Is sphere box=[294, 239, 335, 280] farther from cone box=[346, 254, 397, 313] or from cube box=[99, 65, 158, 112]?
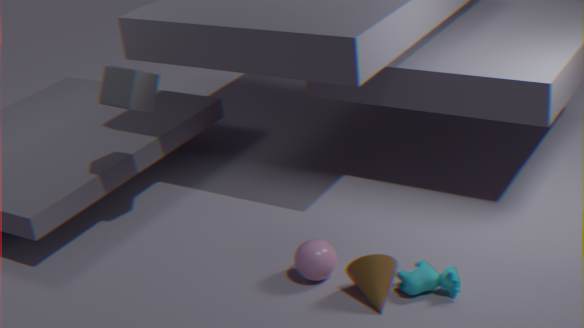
cube box=[99, 65, 158, 112]
